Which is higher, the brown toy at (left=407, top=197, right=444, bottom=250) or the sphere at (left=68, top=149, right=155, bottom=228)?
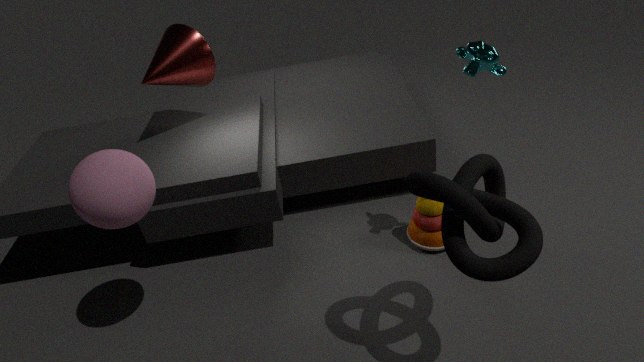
the sphere at (left=68, top=149, right=155, bottom=228)
